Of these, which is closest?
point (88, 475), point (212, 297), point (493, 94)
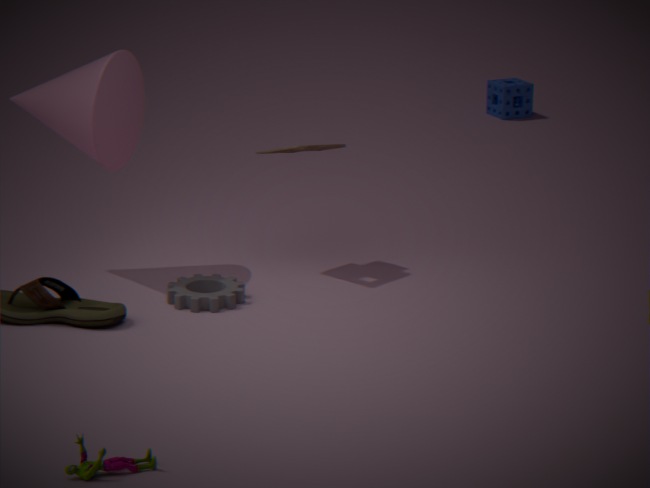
point (88, 475)
